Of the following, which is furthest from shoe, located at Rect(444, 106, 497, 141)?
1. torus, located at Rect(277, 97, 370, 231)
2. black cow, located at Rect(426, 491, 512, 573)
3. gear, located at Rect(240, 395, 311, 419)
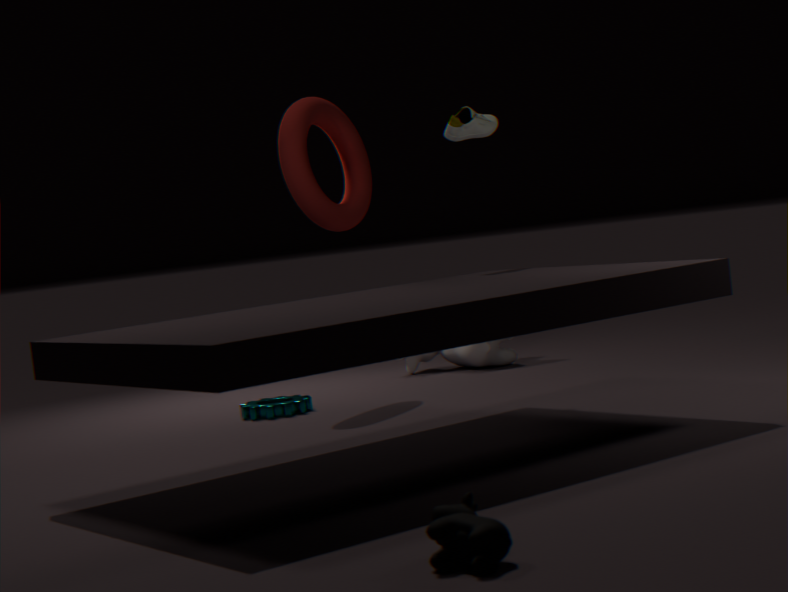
black cow, located at Rect(426, 491, 512, 573)
